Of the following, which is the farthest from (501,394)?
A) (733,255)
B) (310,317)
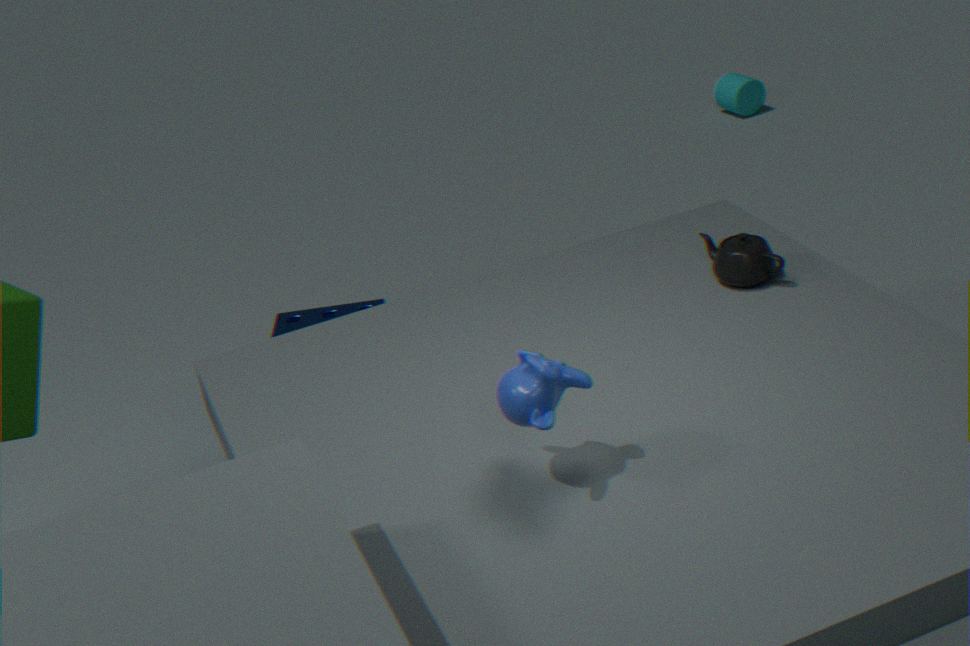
(310,317)
